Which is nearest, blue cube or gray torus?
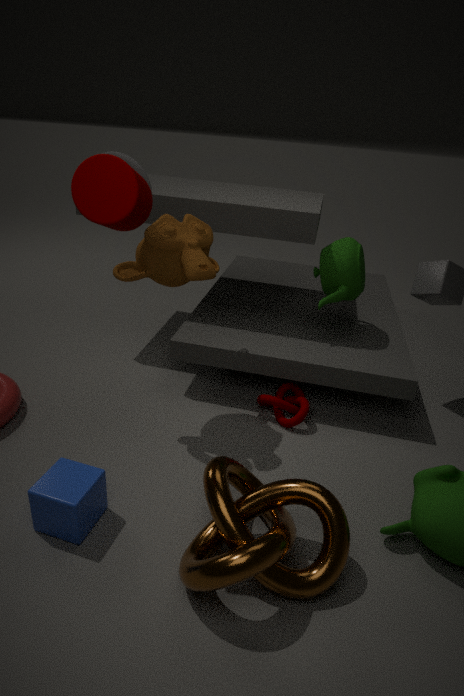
blue cube
